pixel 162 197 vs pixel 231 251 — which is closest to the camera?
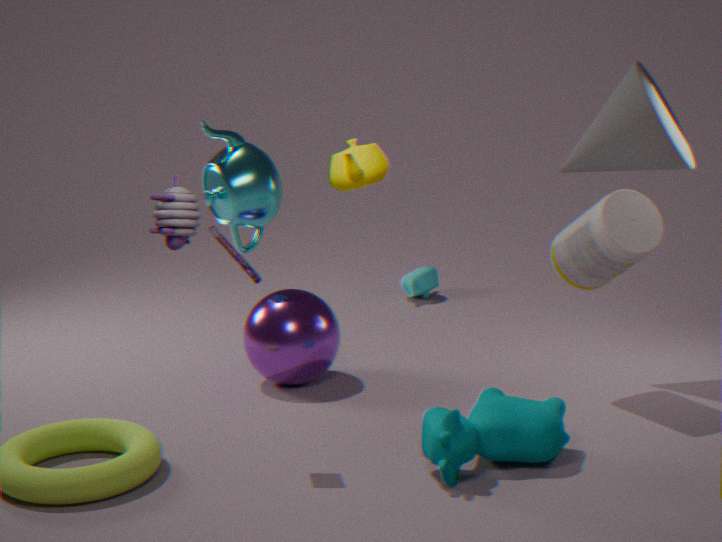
pixel 162 197
